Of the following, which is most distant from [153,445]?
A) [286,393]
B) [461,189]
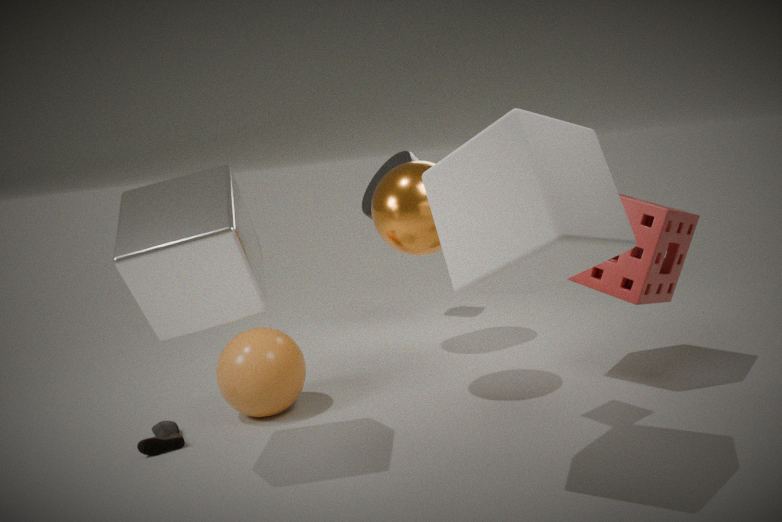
[461,189]
